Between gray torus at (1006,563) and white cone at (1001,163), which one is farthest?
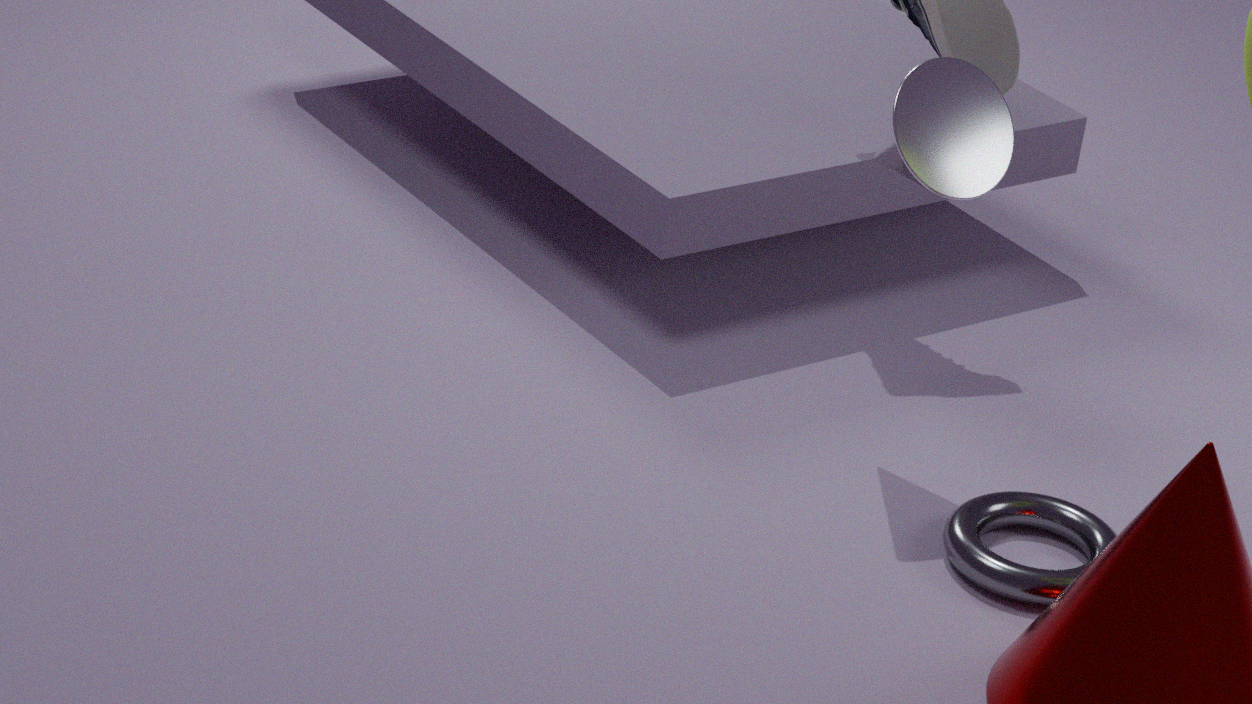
white cone at (1001,163)
